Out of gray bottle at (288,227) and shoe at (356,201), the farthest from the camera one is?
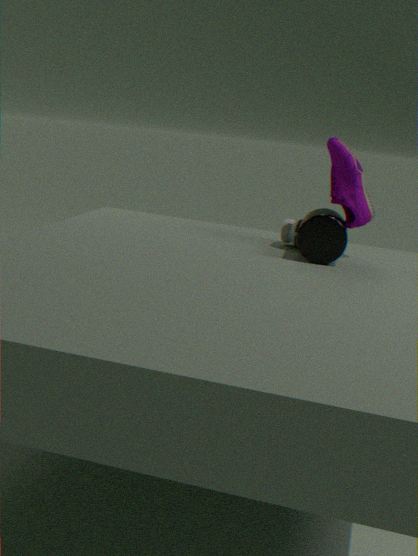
gray bottle at (288,227)
